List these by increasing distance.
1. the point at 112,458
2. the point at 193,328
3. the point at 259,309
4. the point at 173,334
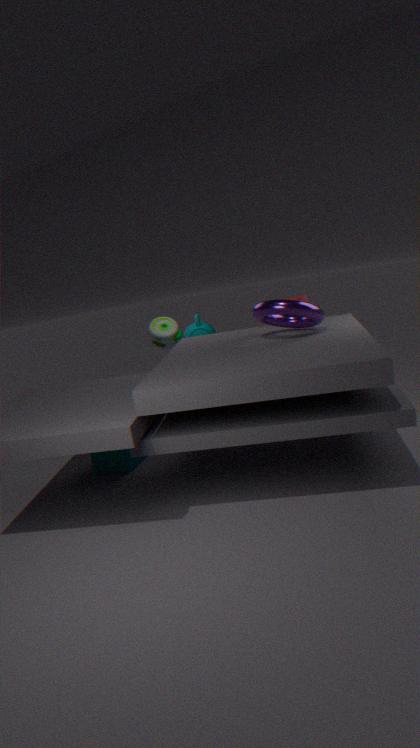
the point at 259,309
the point at 112,458
the point at 173,334
the point at 193,328
